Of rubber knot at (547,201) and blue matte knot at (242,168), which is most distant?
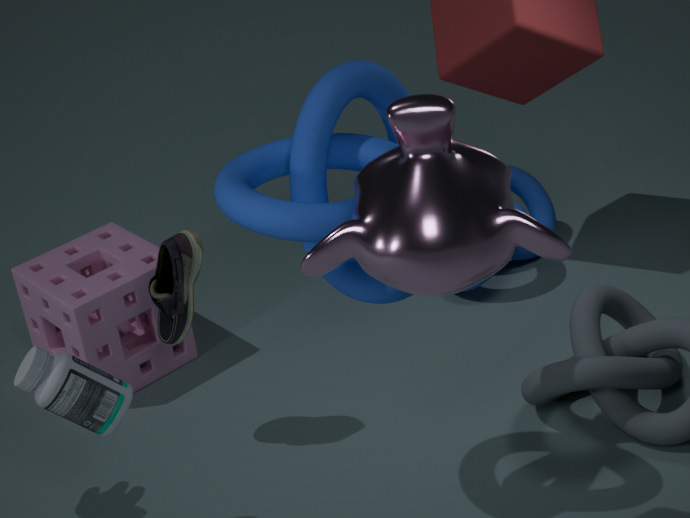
rubber knot at (547,201)
